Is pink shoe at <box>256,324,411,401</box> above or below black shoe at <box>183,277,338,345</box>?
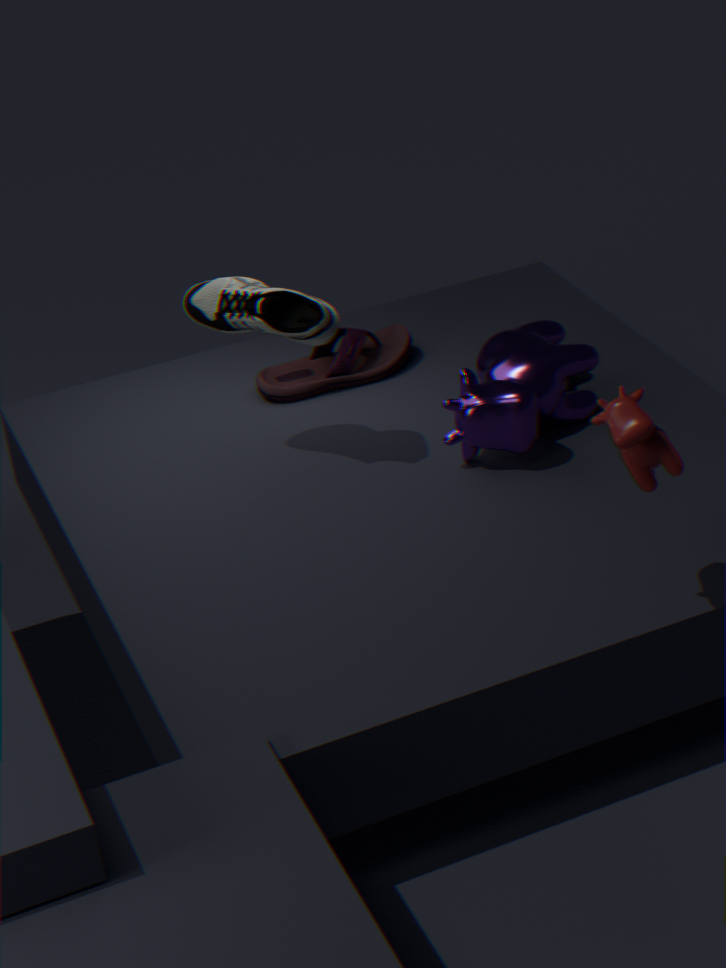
below
